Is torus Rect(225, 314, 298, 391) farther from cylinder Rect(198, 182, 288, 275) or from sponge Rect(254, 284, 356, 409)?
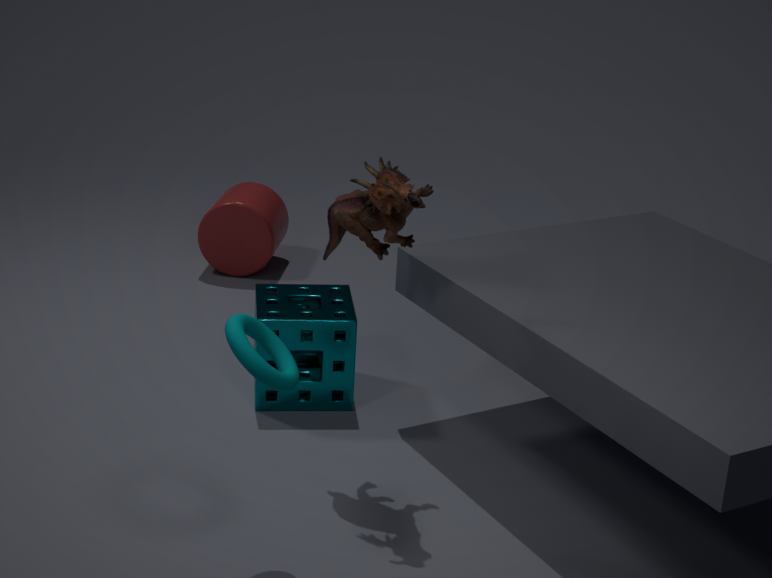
cylinder Rect(198, 182, 288, 275)
